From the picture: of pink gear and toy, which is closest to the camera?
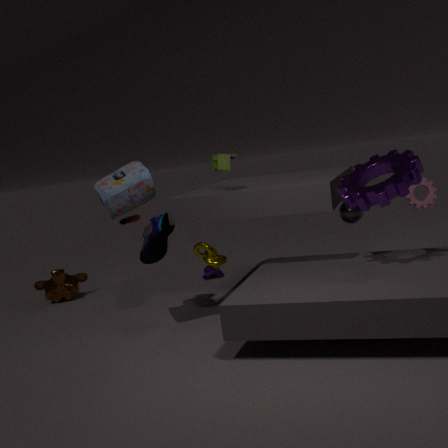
toy
